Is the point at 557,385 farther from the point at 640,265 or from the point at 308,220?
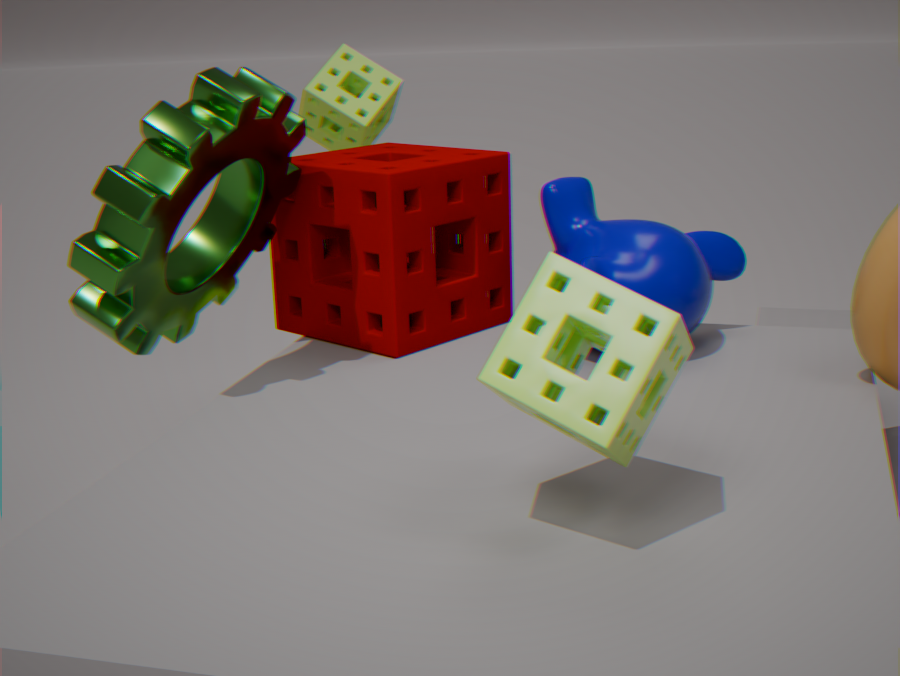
the point at 308,220
